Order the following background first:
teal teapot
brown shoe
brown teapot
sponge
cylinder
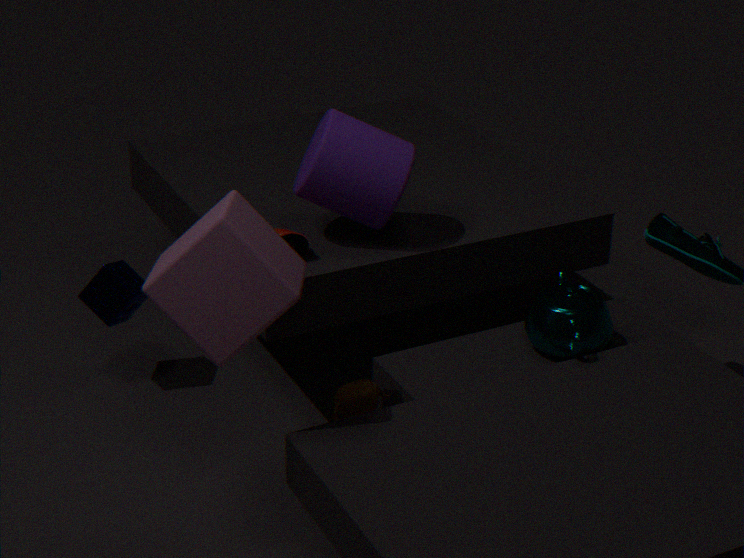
sponge → brown shoe → cylinder → teal teapot → brown teapot
